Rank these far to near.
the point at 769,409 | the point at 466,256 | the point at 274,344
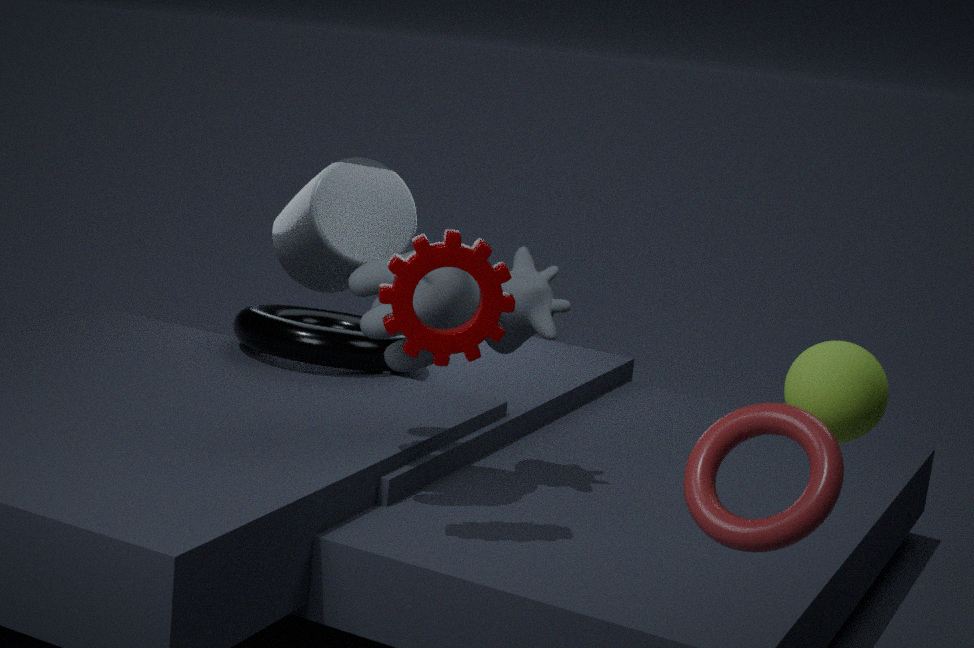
the point at 274,344
the point at 466,256
the point at 769,409
